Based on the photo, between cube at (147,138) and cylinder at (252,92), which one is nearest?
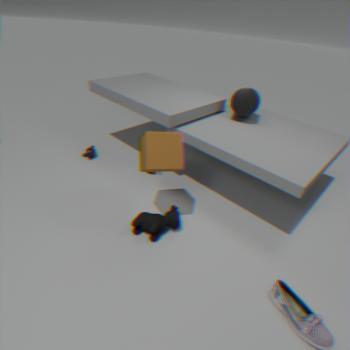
cube at (147,138)
